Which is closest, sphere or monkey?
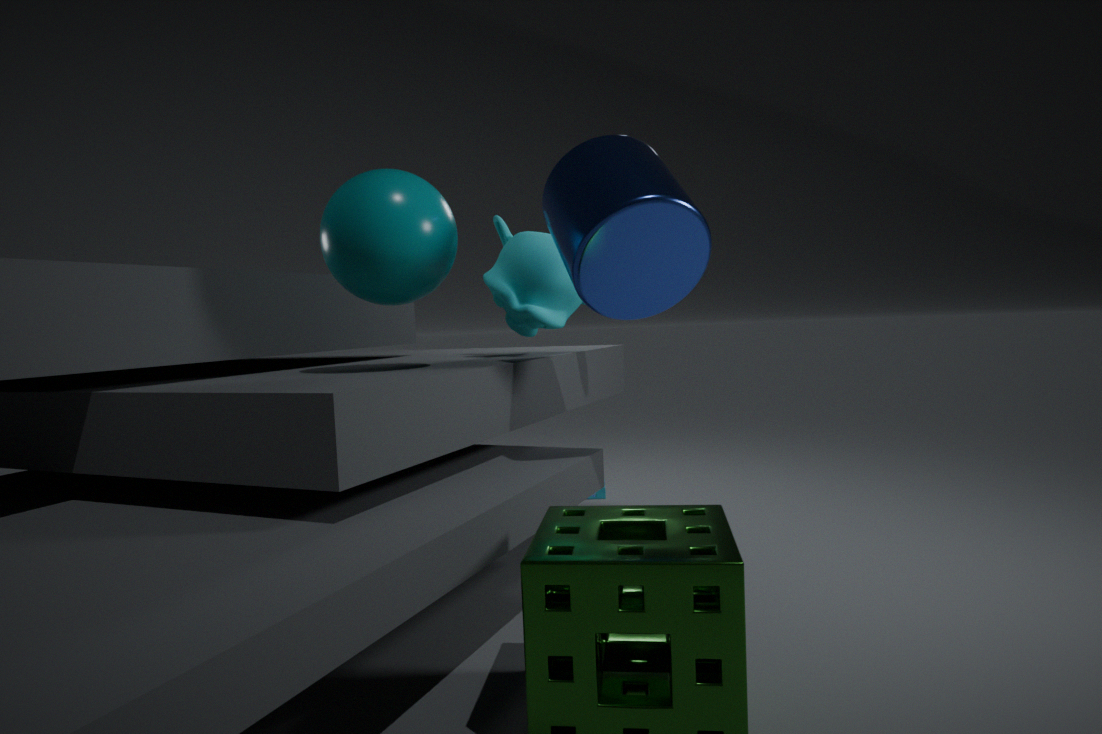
sphere
